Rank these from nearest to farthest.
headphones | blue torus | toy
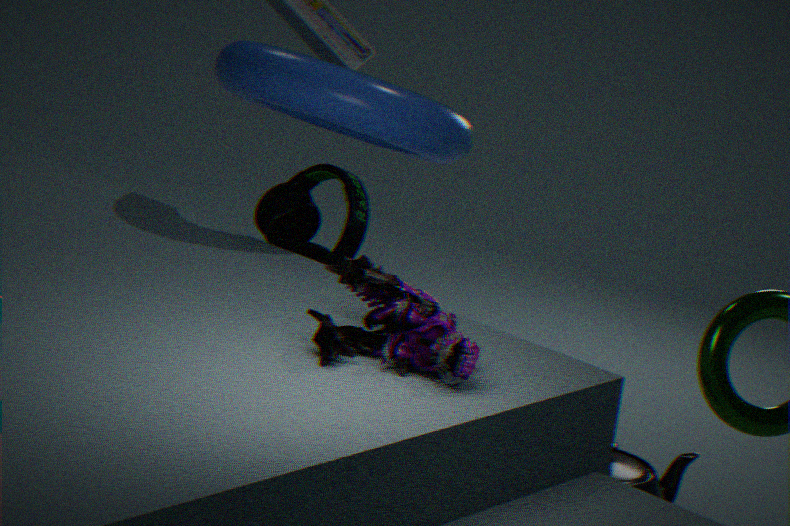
toy < blue torus < headphones
